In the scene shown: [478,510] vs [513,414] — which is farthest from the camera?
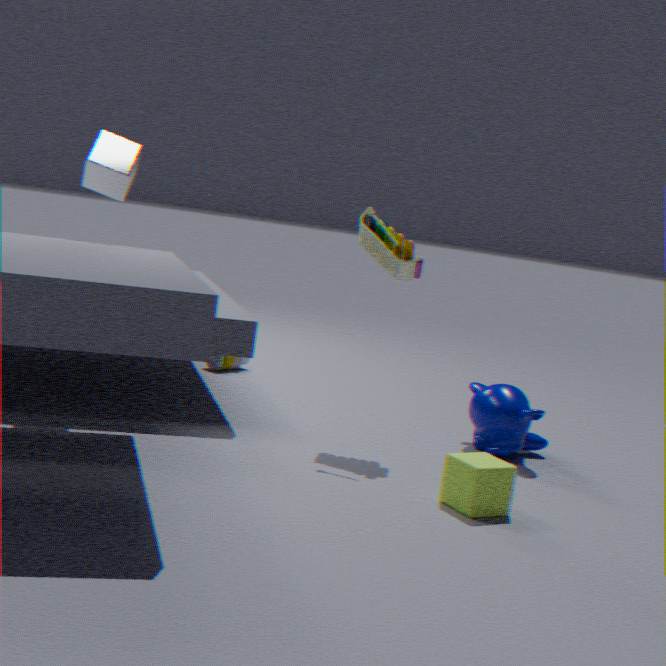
[513,414]
